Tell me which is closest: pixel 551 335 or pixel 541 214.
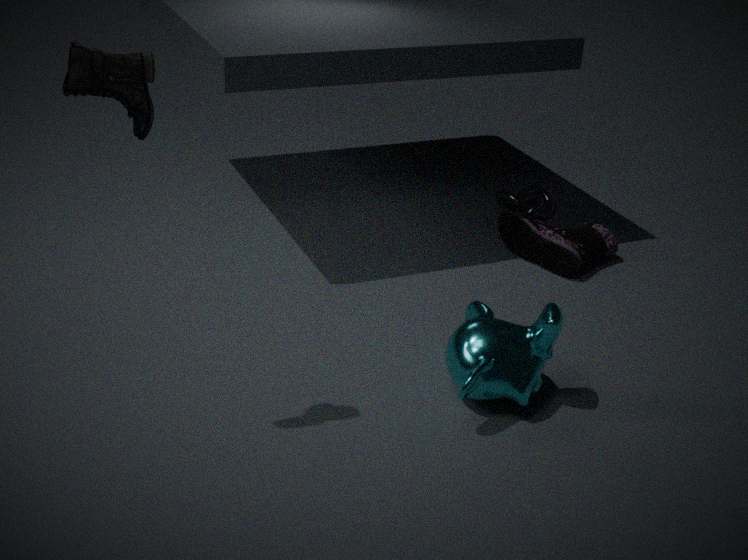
pixel 551 335
